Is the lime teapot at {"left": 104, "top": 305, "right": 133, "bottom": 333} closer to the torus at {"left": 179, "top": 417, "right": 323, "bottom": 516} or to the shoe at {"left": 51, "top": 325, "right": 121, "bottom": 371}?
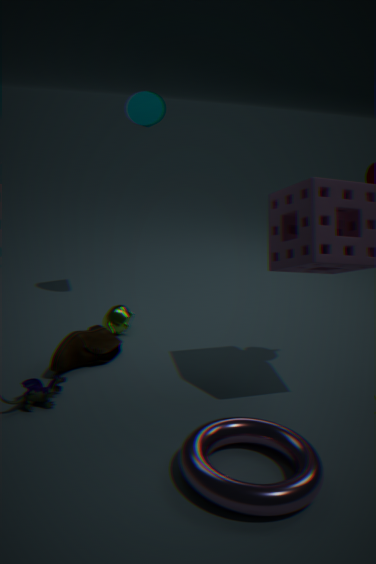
the shoe at {"left": 51, "top": 325, "right": 121, "bottom": 371}
